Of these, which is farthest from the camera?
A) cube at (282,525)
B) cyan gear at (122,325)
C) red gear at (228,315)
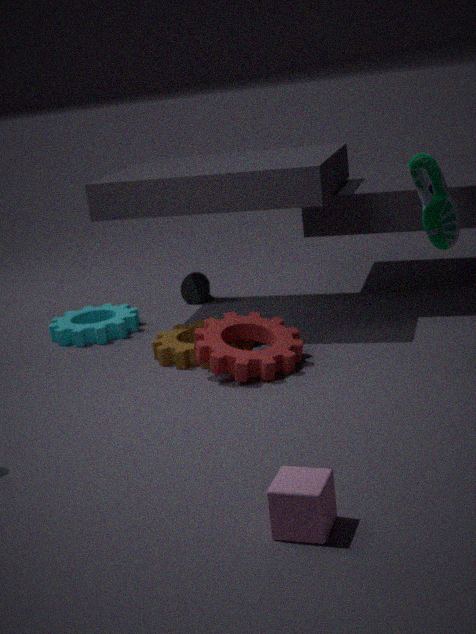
cyan gear at (122,325)
